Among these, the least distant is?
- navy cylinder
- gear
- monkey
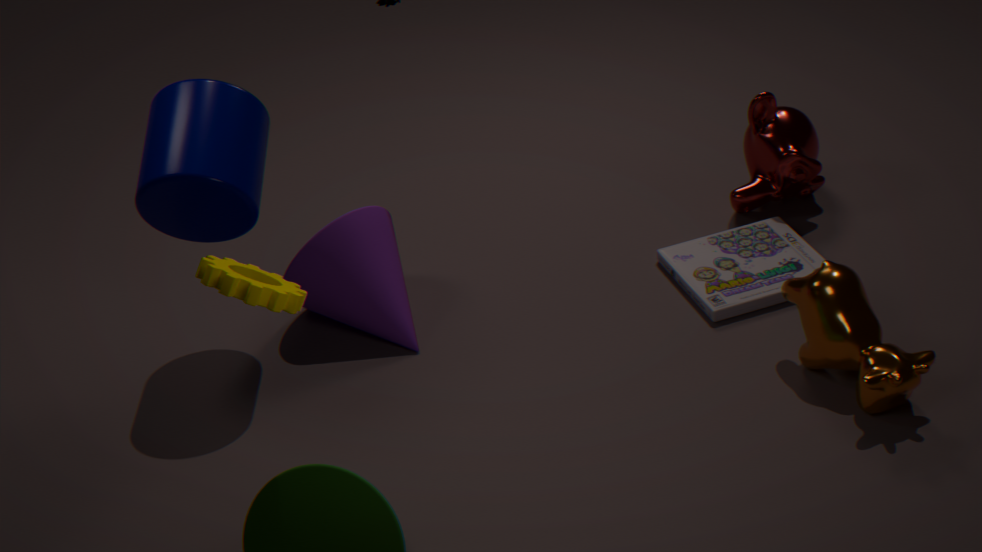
gear
